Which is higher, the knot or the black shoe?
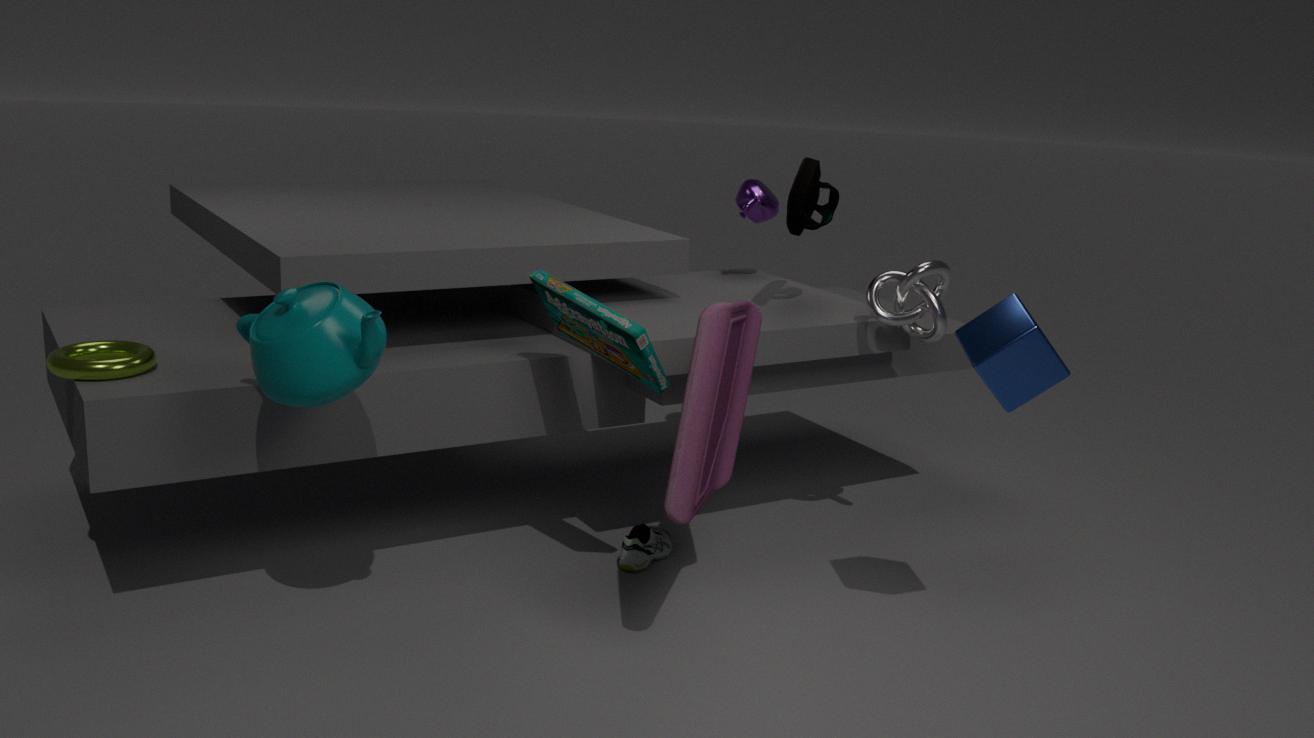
the knot
